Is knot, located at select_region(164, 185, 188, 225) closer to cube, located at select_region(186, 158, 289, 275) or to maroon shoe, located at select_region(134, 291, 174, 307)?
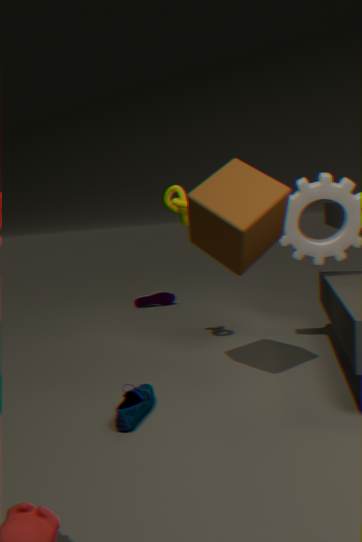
cube, located at select_region(186, 158, 289, 275)
